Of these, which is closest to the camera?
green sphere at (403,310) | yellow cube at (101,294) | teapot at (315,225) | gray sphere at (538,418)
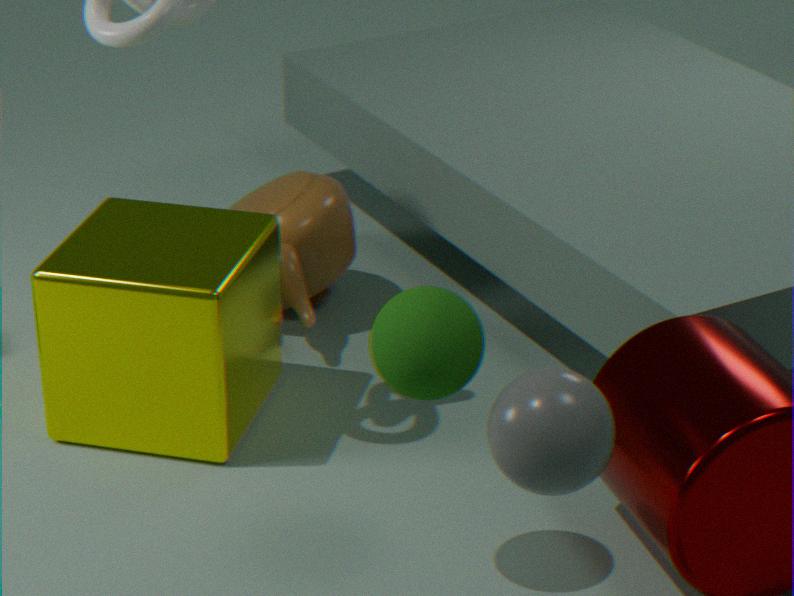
gray sphere at (538,418)
